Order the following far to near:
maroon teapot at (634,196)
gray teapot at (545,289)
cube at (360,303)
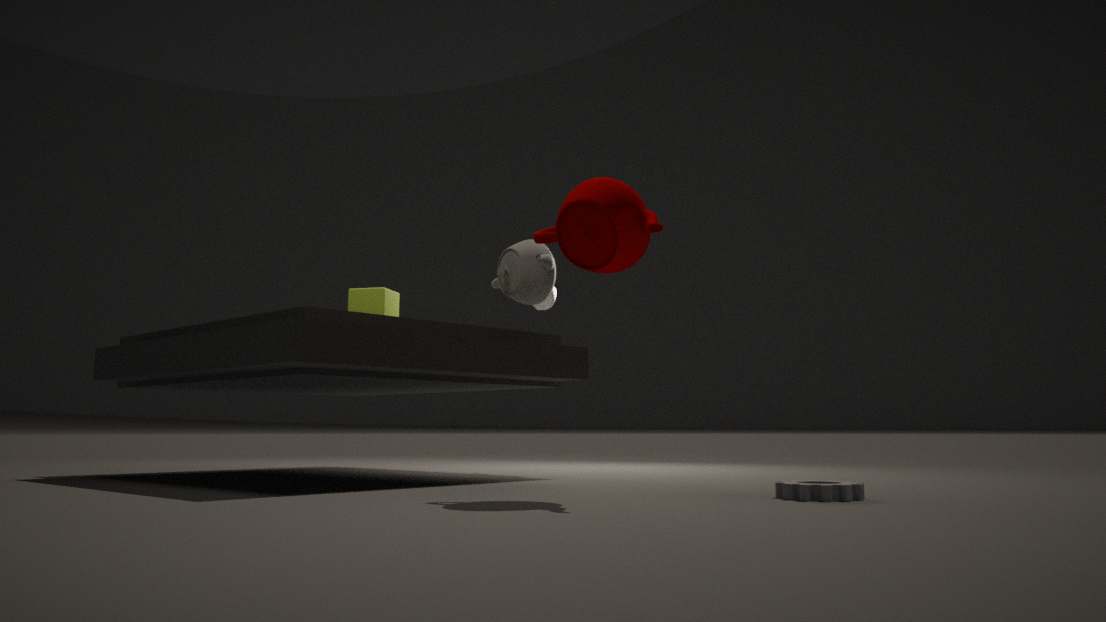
gray teapot at (545,289) < cube at (360,303) < maroon teapot at (634,196)
